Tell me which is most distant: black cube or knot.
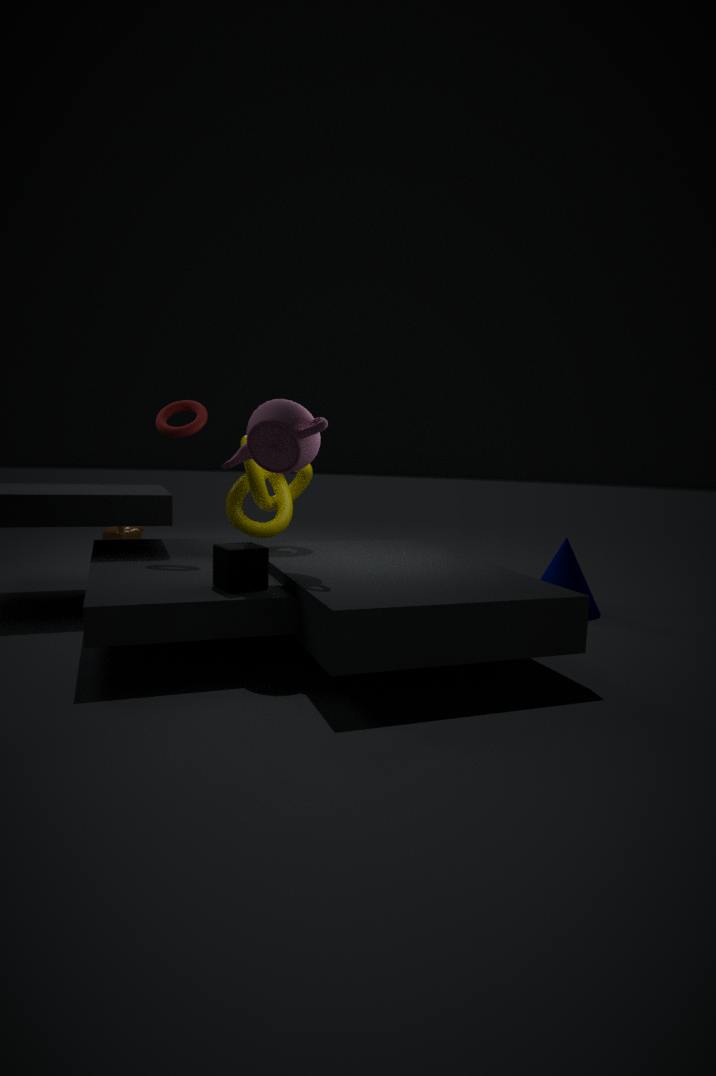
knot
